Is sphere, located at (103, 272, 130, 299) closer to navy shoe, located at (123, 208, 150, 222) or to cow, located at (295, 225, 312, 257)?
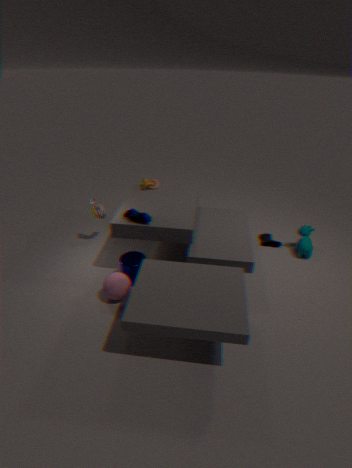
navy shoe, located at (123, 208, 150, 222)
